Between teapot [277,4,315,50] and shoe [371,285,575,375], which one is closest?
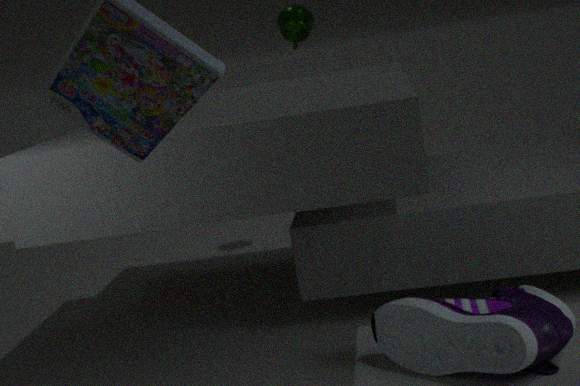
shoe [371,285,575,375]
